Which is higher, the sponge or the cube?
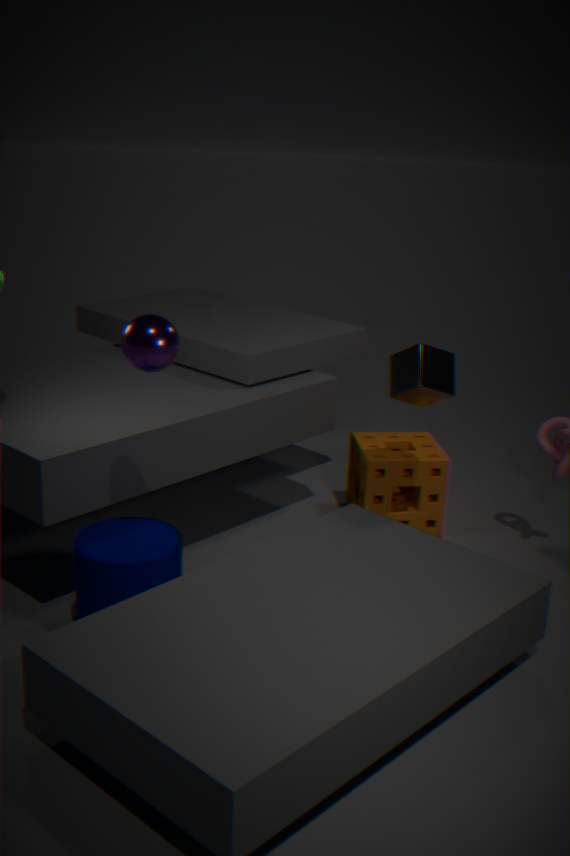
the cube
